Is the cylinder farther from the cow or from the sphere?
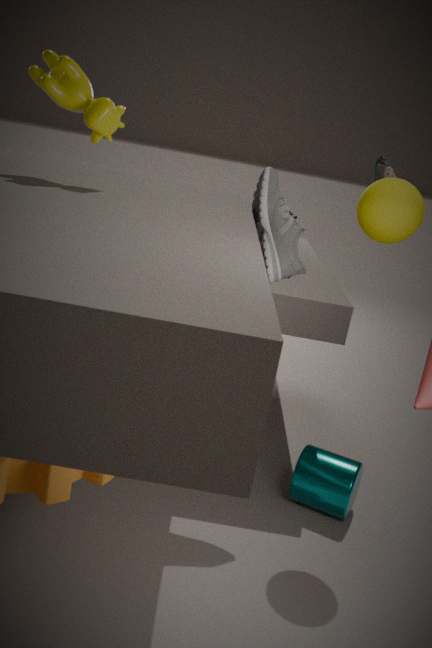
the cow
